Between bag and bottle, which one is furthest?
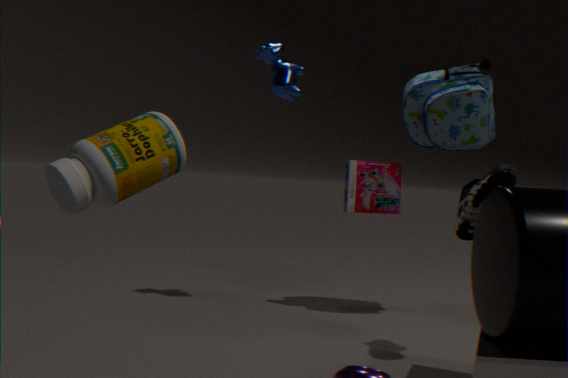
bag
